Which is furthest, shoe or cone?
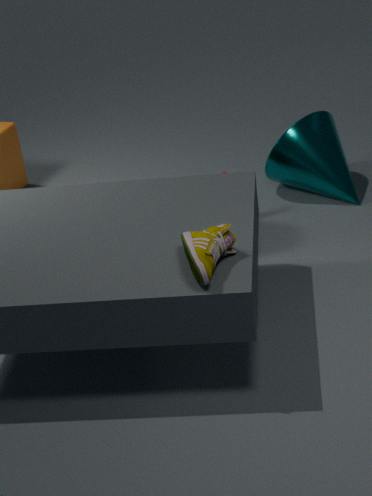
cone
